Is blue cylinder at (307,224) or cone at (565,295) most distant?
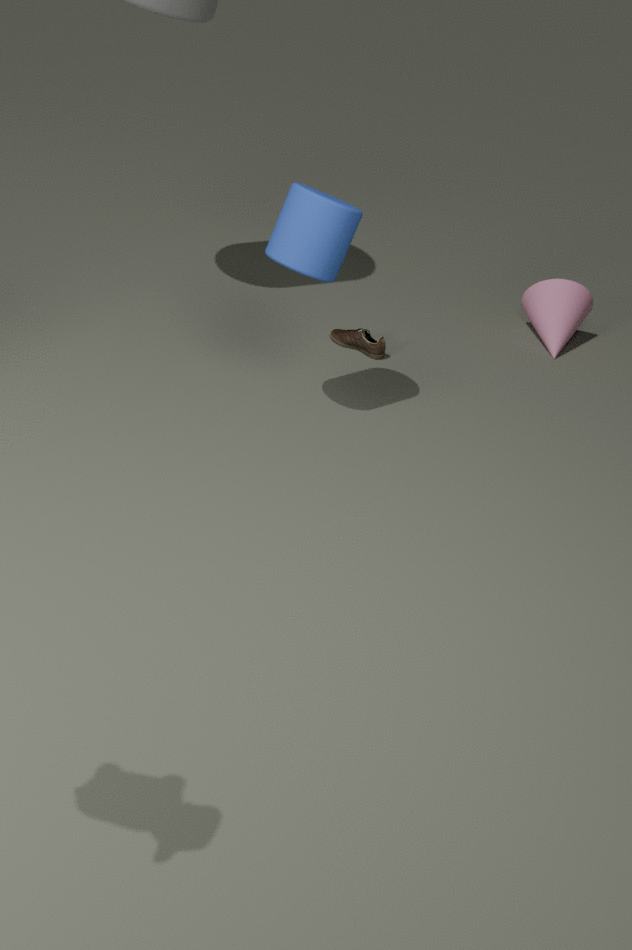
cone at (565,295)
